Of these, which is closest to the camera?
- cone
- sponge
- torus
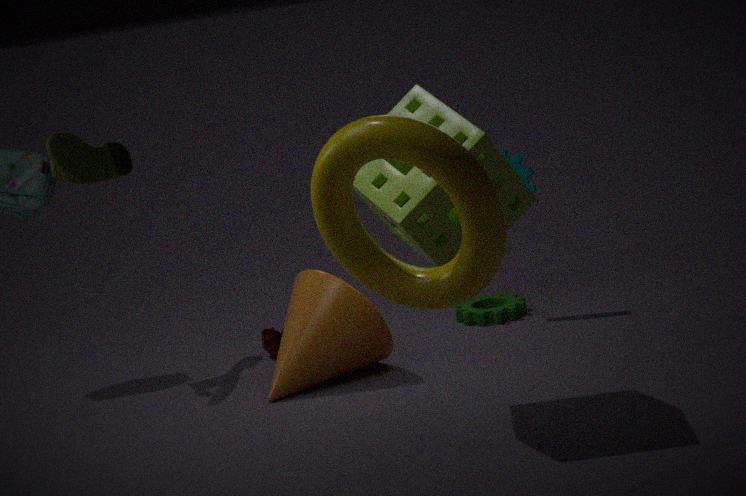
torus
